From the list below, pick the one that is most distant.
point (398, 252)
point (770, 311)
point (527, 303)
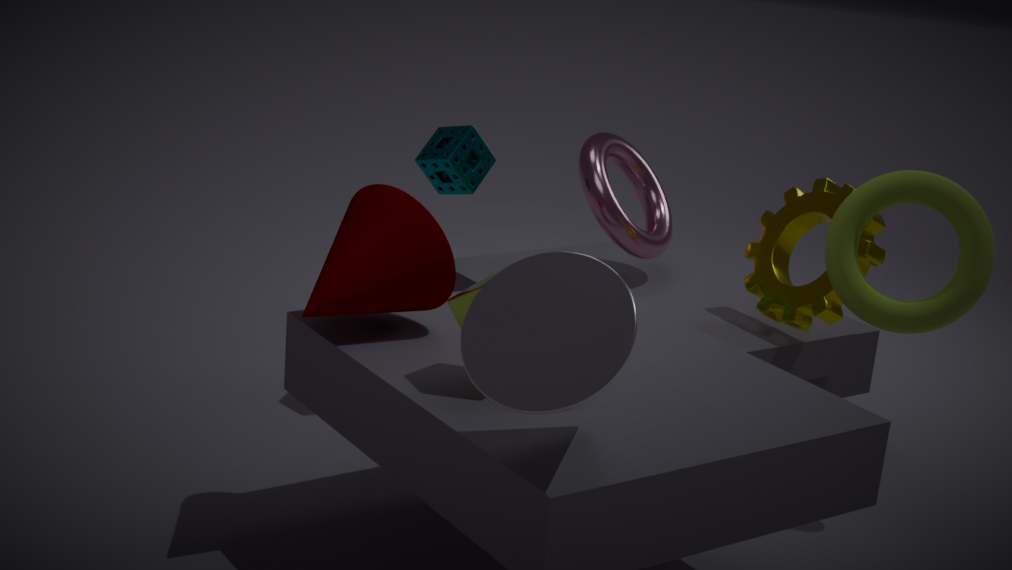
point (770, 311)
